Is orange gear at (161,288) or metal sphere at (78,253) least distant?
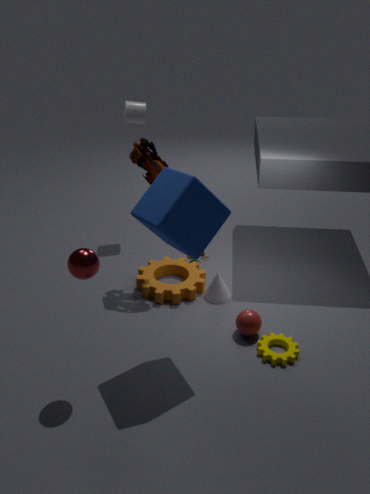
metal sphere at (78,253)
